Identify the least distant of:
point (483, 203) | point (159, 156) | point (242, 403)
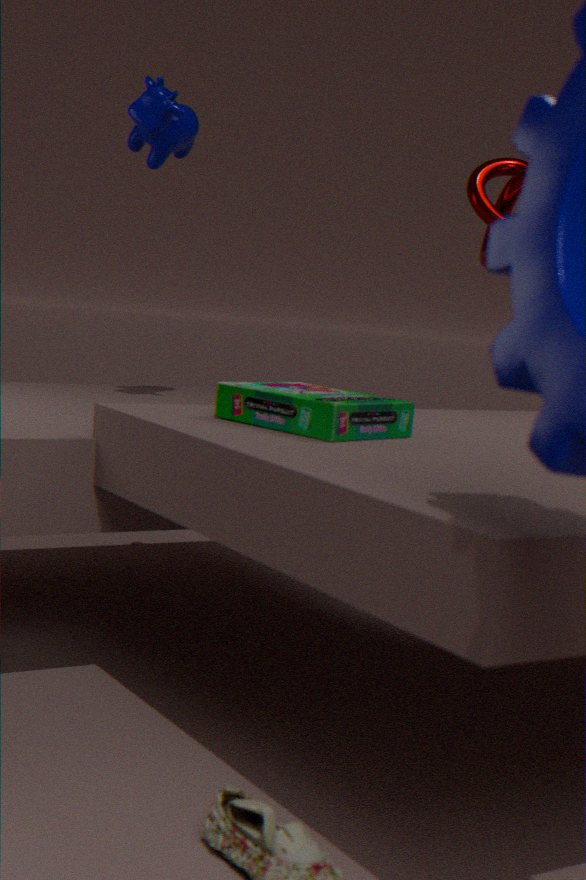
point (242, 403)
